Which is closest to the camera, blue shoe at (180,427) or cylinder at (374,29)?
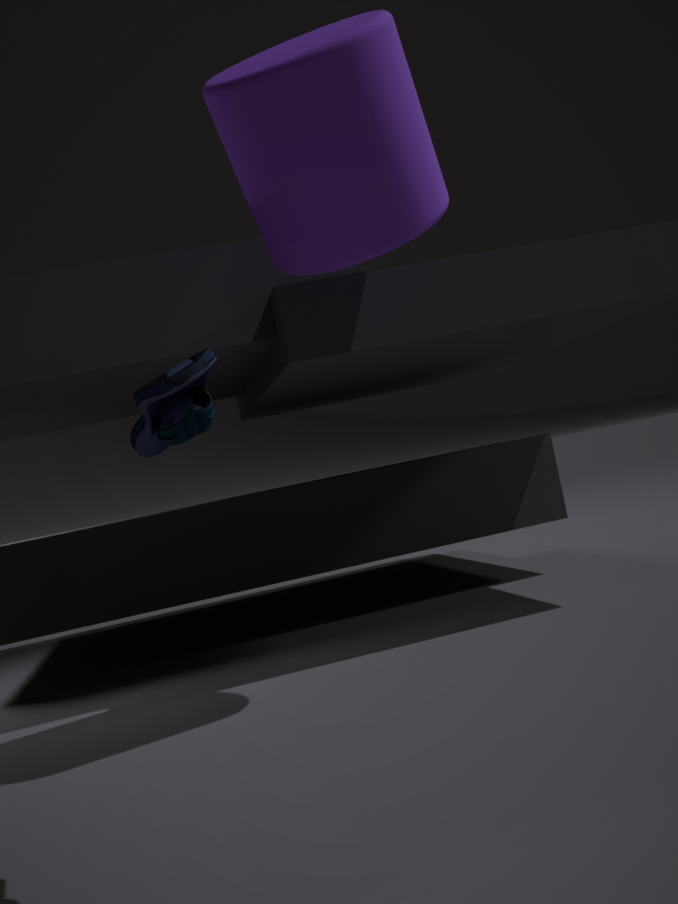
blue shoe at (180,427)
